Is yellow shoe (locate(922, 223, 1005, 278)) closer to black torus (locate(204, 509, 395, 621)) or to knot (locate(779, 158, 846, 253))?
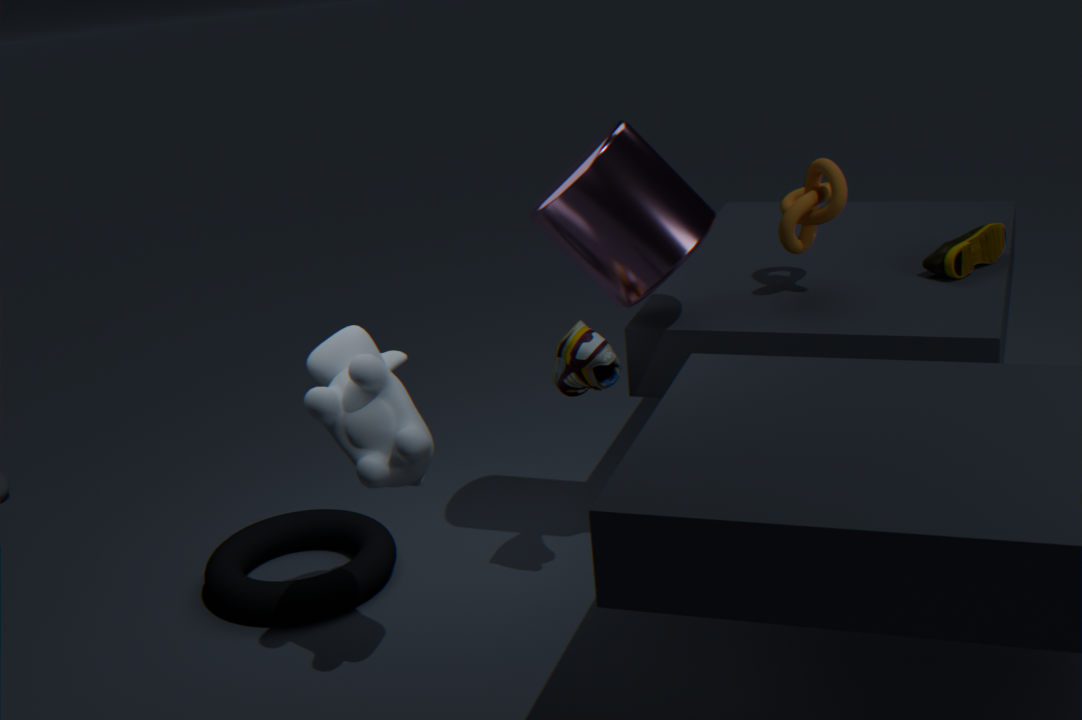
knot (locate(779, 158, 846, 253))
